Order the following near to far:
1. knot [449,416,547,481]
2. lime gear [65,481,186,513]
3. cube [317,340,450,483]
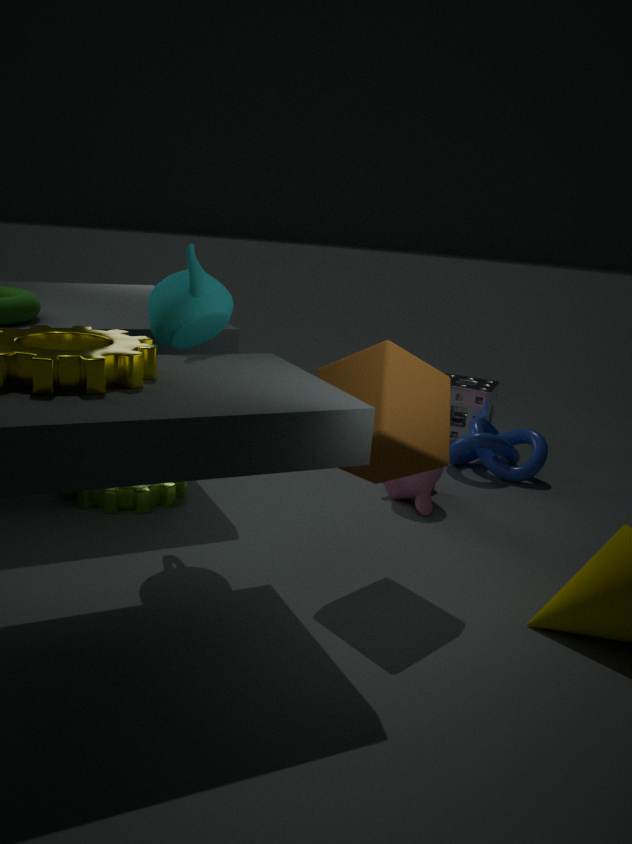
cube [317,340,450,483]
lime gear [65,481,186,513]
knot [449,416,547,481]
